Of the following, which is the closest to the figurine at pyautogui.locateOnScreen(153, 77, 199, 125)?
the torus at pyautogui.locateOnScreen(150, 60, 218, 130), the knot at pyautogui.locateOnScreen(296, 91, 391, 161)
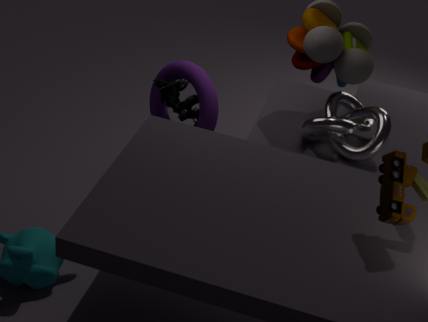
the torus at pyautogui.locateOnScreen(150, 60, 218, 130)
